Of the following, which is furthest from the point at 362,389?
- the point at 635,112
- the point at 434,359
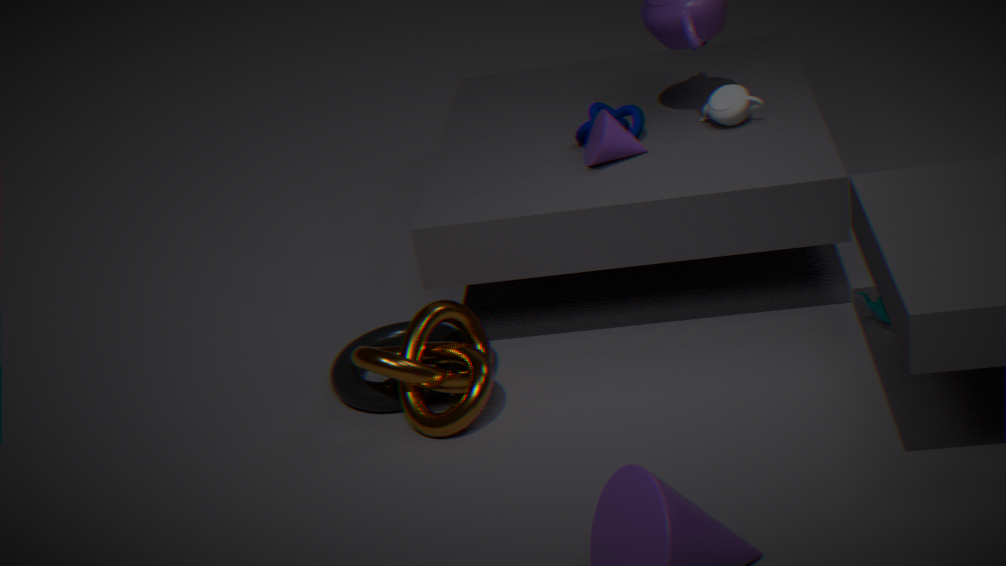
the point at 635,112
